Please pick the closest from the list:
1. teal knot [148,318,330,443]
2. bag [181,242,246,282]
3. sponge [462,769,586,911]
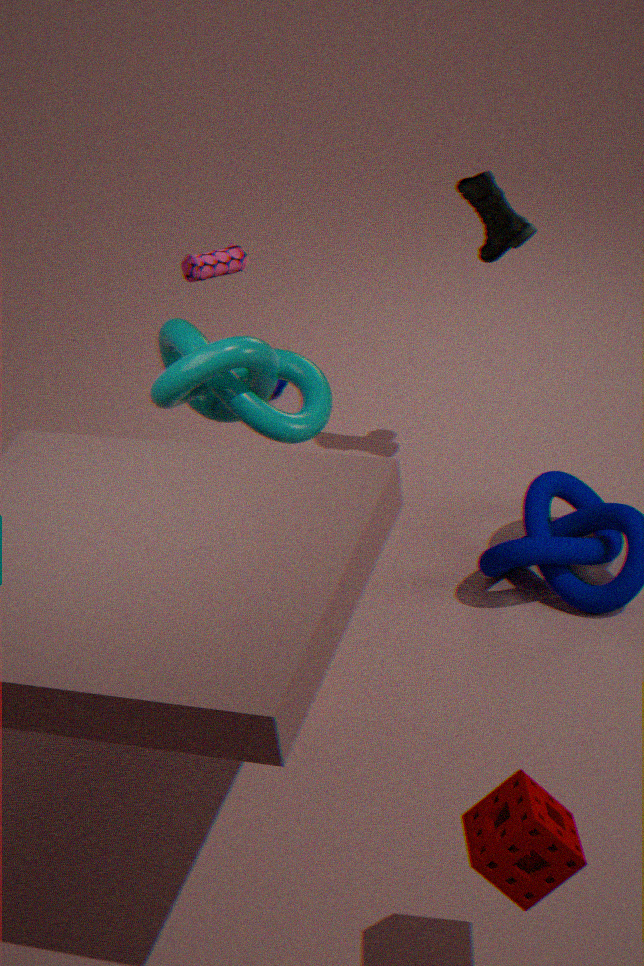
sponge [462,769,586,911]
